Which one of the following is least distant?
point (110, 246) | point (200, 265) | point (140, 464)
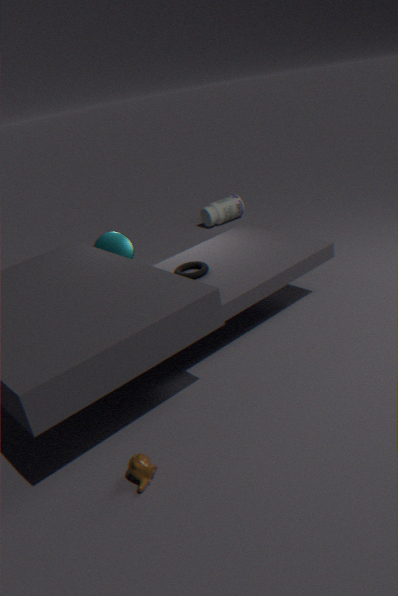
point (140, 464)
